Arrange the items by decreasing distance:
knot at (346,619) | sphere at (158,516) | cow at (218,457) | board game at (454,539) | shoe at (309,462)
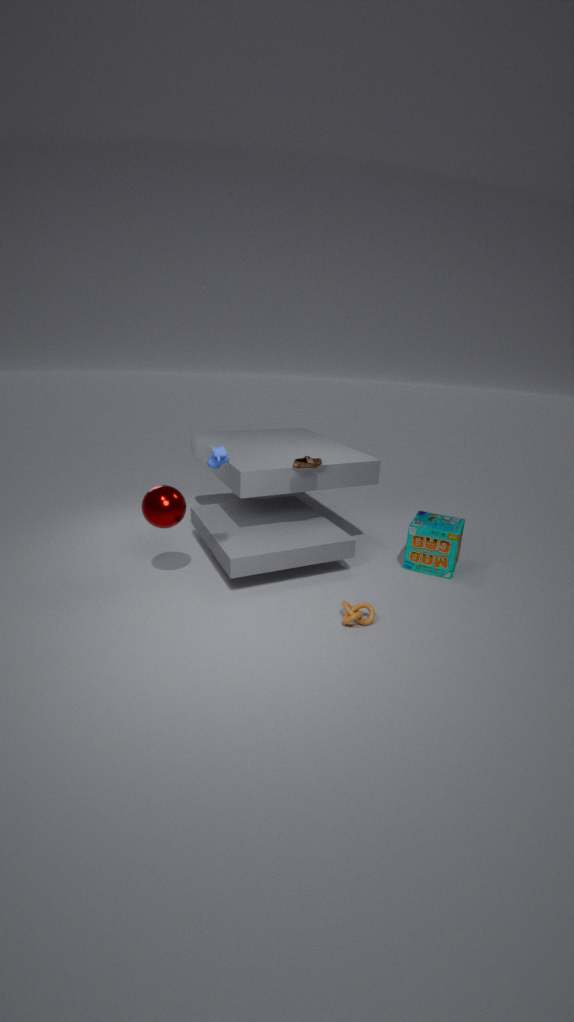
board game at (454,539) → shoe at (309,462) → sphere at (158,516) → knot at (346,619) → cow at (218,457)
